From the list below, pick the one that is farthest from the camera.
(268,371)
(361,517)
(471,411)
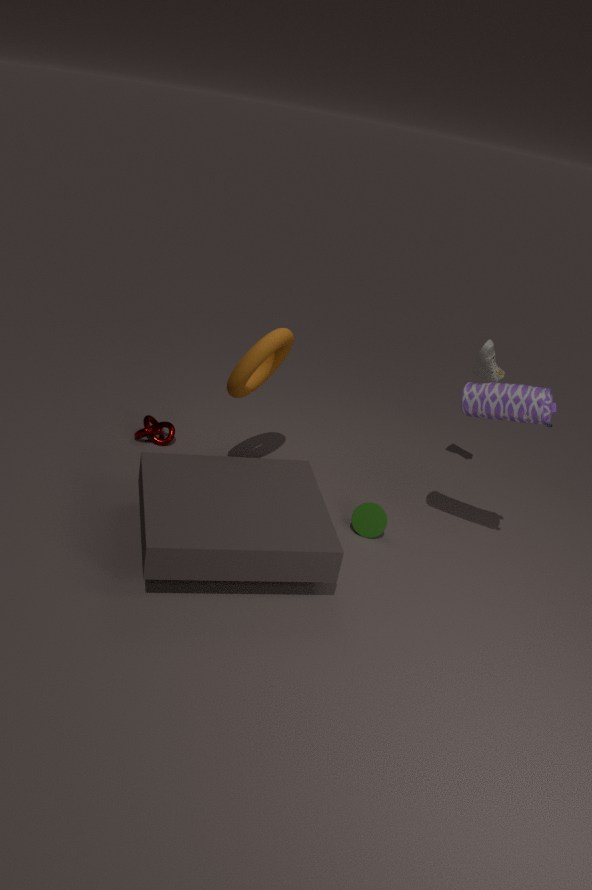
(268,371)
